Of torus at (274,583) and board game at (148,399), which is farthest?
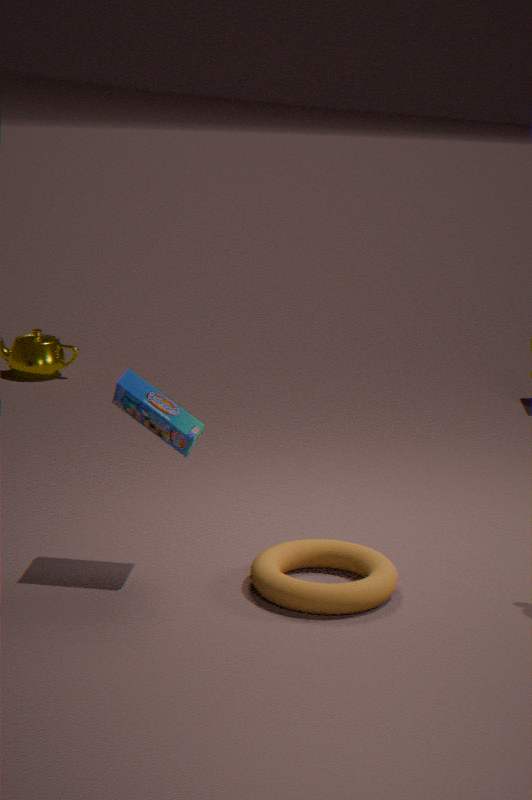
board game at (148,399)
